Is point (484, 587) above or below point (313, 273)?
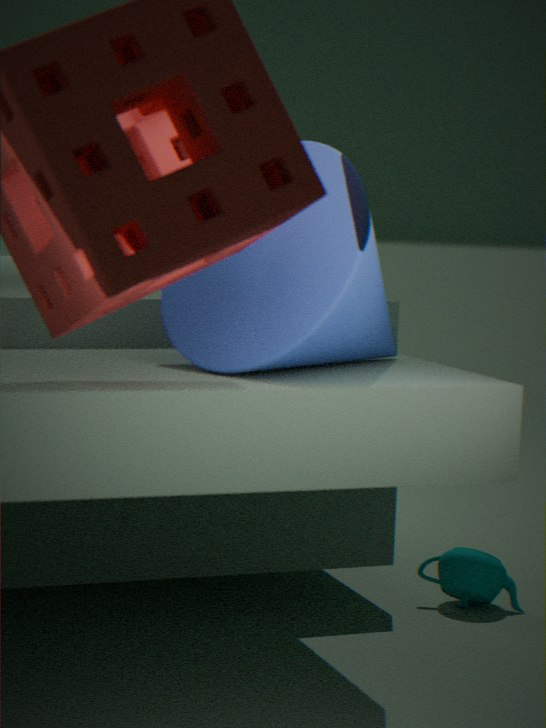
below
